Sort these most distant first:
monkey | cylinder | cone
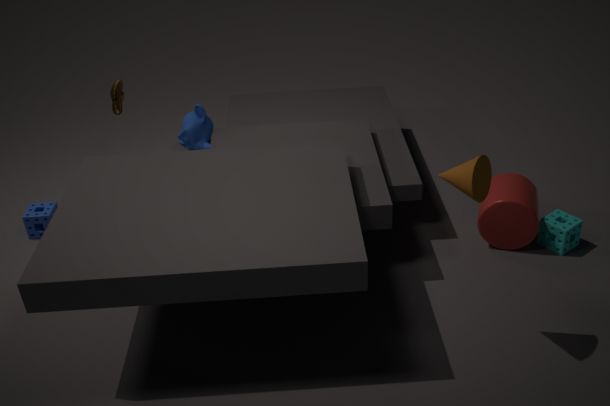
monkey < cylinder < cone
